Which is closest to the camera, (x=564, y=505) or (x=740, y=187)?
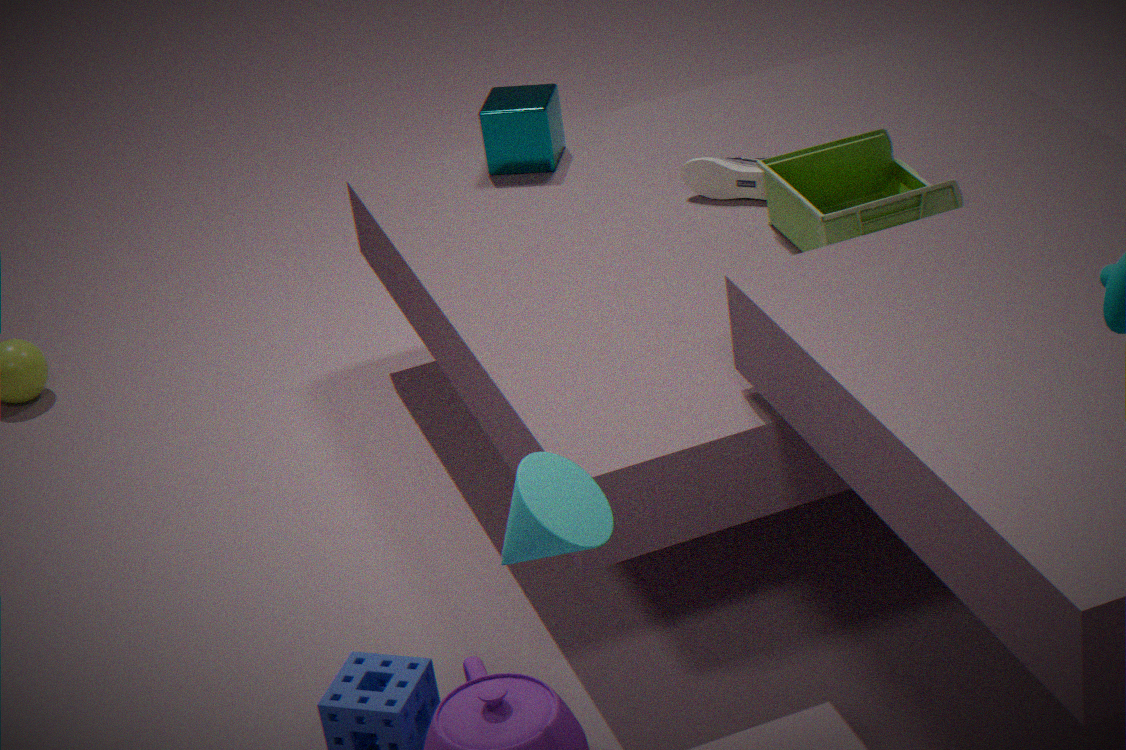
(x=564, y=505)
